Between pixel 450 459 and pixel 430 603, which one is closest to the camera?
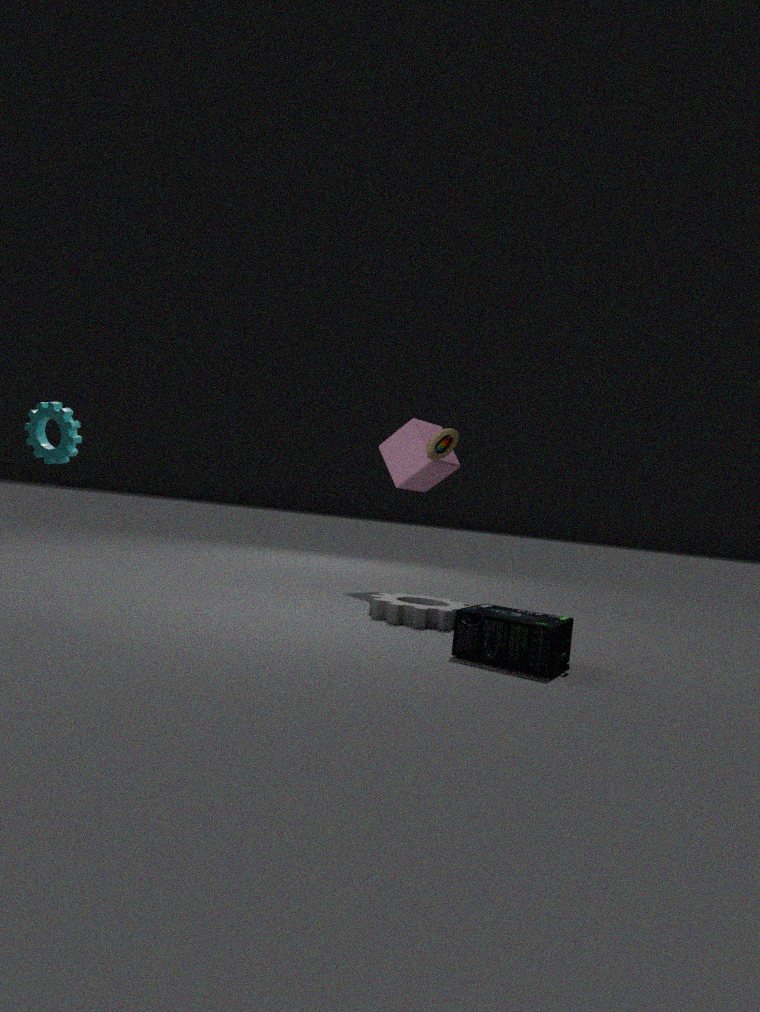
pixel 430 603
